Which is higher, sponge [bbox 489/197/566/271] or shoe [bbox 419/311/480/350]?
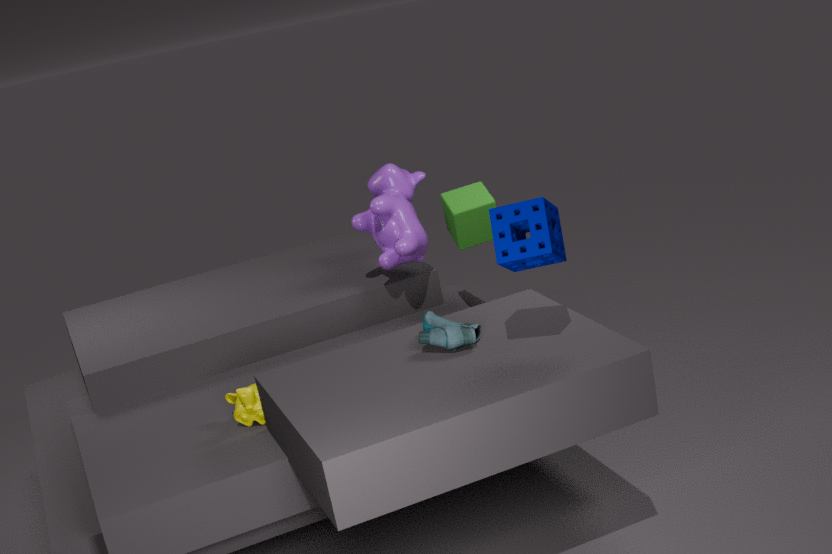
sponge [bbox 489/197/566/271]
